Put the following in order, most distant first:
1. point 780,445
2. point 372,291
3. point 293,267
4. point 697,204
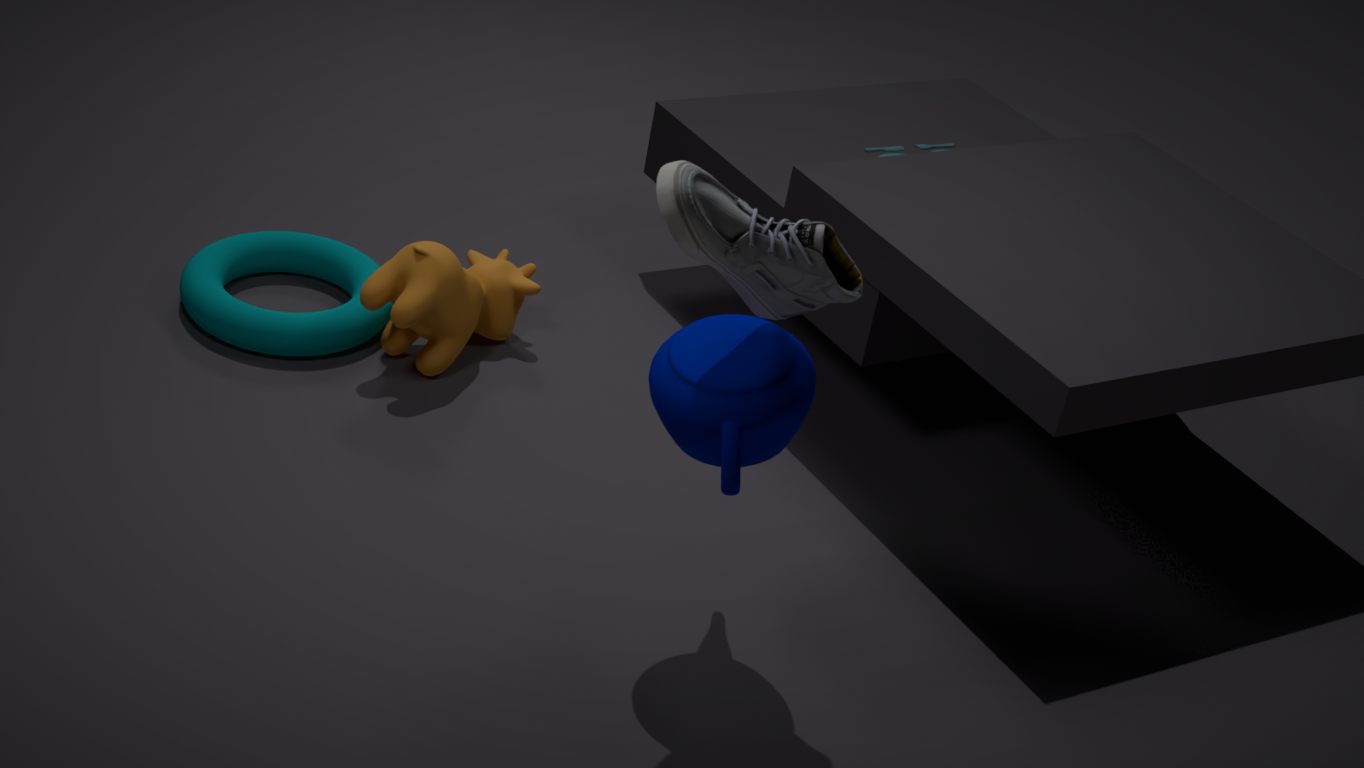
point 293,267
point 372,291
point 780,445
point 697,204
